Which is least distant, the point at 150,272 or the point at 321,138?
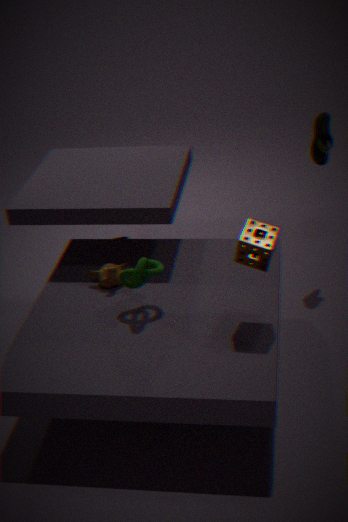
the point at 150,272
